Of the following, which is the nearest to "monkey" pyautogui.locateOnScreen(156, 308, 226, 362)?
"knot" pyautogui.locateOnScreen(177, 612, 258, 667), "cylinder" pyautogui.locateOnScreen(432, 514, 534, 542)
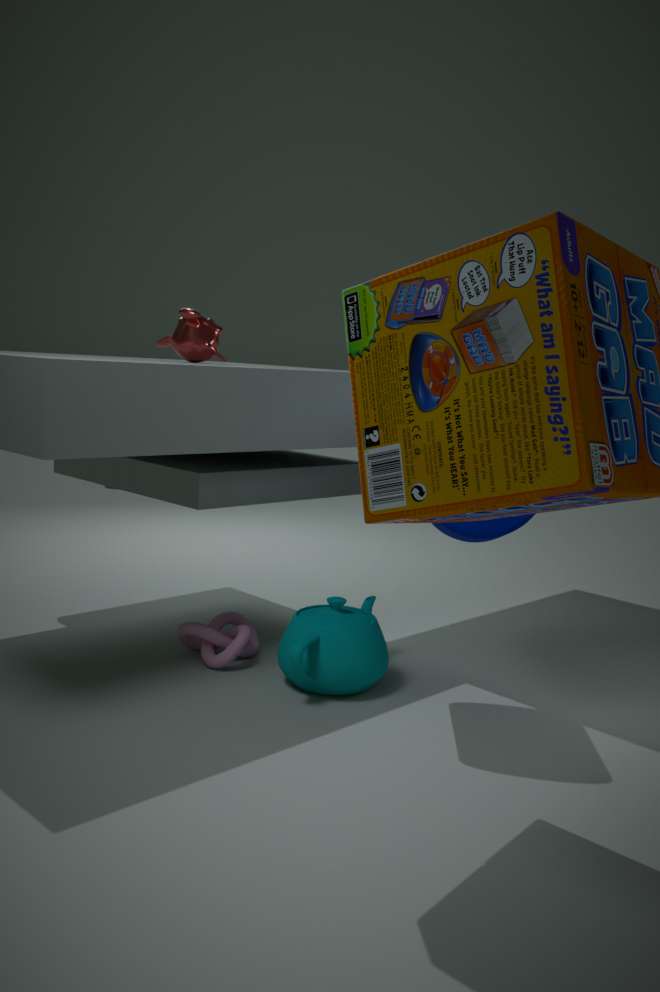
"cylinder" pyautogui.locateOnScreen(432, 514, 534, 542)
